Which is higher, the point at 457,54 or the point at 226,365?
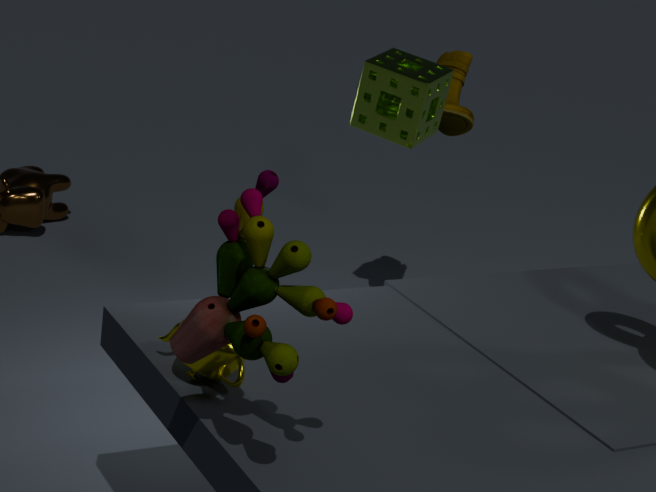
the point at 457,54
